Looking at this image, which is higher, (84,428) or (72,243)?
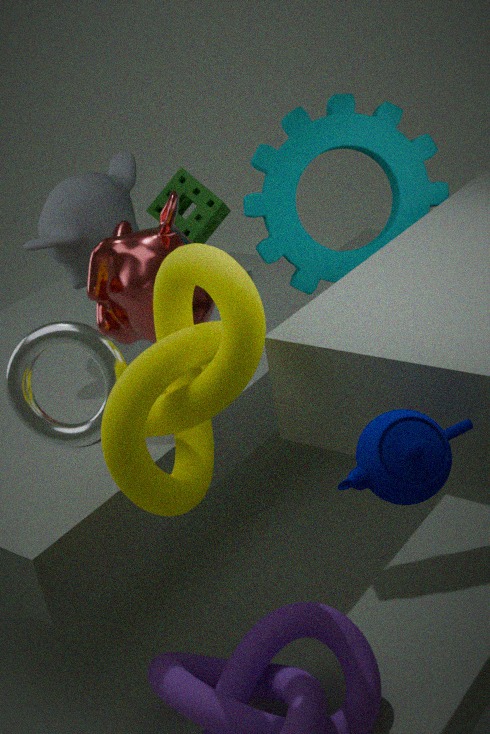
(72,243)
